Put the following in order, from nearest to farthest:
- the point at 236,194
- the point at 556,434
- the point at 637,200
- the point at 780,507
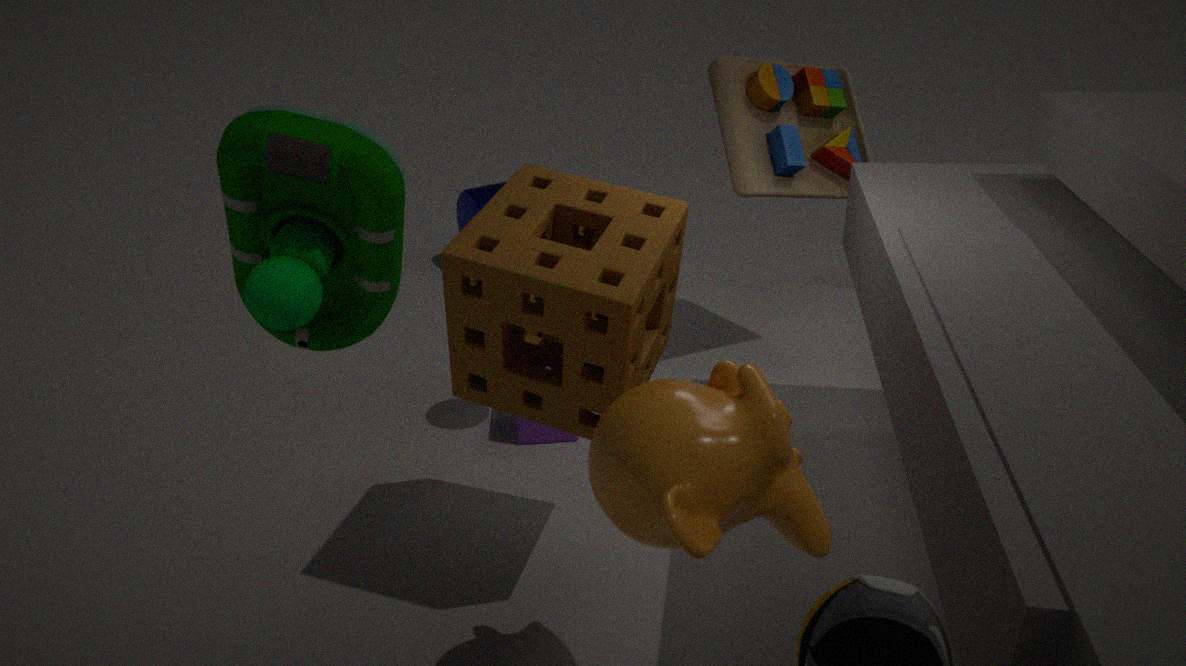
1. the point at 236,194
2. the point at 780,507
3. the point at 637,200
4. the point at 556,434
